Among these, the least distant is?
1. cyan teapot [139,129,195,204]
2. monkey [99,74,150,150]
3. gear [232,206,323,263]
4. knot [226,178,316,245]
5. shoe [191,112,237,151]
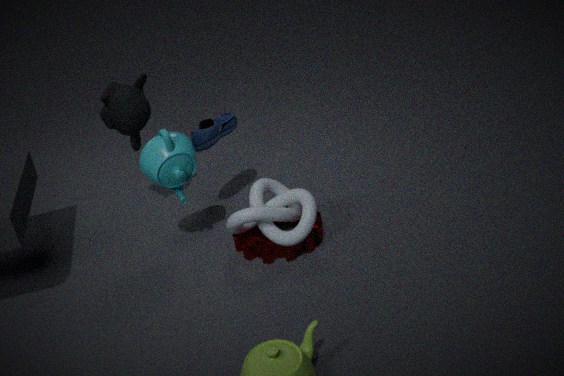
cyan teapot [139,129,195,204]
